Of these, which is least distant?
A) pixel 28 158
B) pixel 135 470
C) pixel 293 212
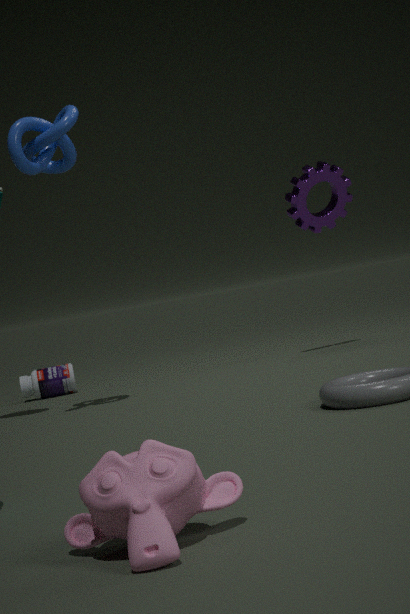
pixel 135 470
